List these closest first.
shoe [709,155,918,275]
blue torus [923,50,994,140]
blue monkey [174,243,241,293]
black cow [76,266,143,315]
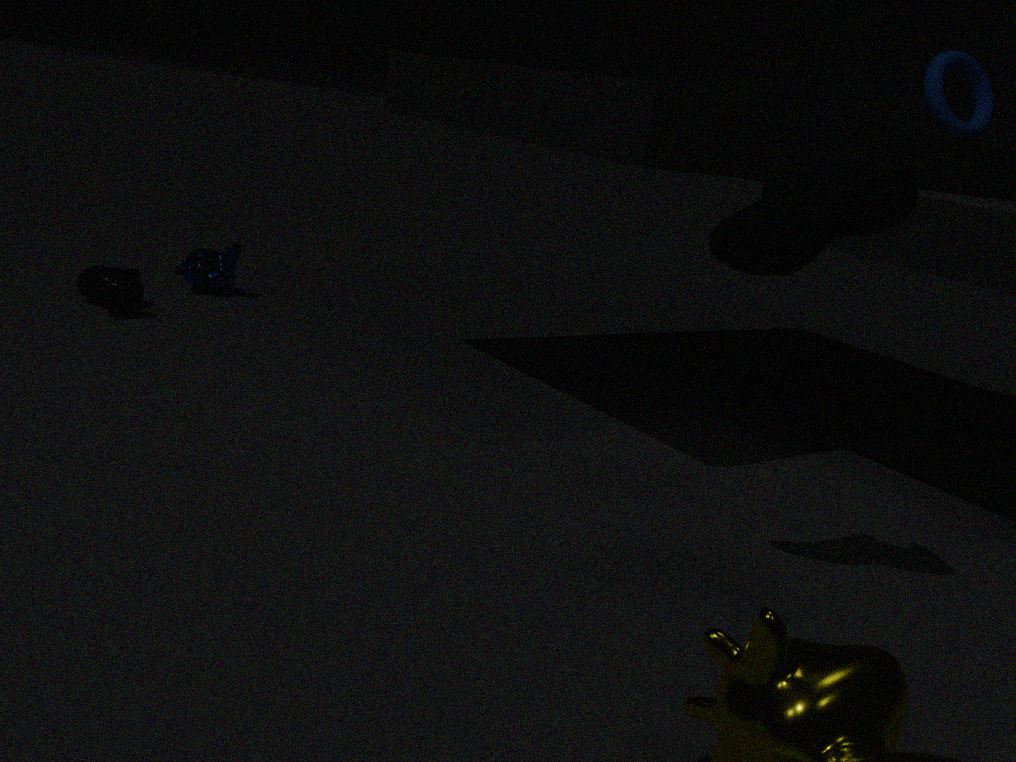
shoe [709,155,918,275]
black cow [76,266,143,315]
blue torus [923,50,994,140]
blue monkey [174,243,241,293]
